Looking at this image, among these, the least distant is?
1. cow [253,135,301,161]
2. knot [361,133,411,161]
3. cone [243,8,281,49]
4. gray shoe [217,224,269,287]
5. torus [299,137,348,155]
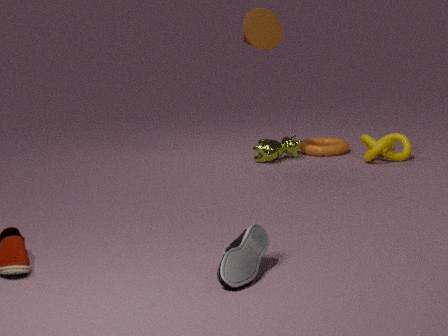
gray shoe [217,224,269,287]
